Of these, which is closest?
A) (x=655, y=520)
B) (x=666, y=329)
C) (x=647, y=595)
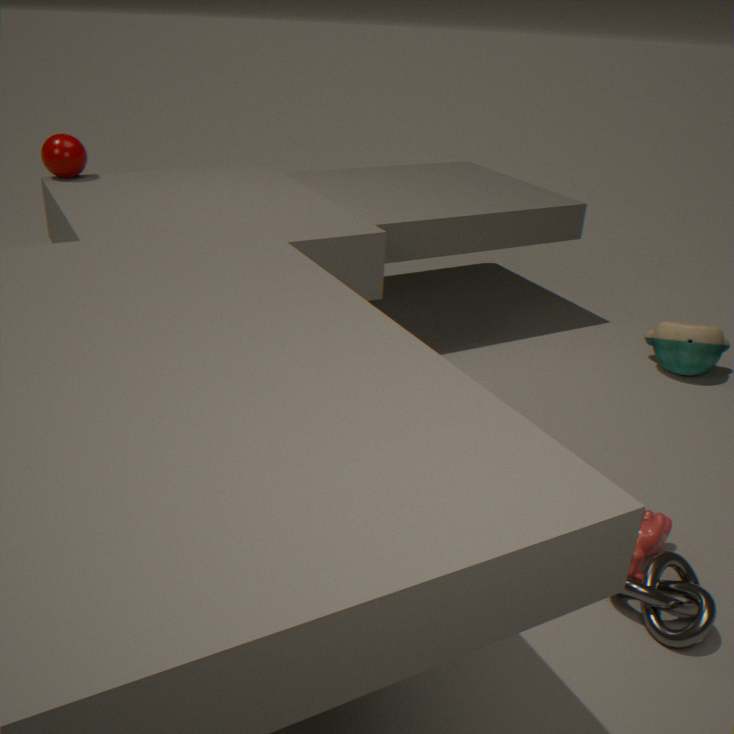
(x=647, y=595)
